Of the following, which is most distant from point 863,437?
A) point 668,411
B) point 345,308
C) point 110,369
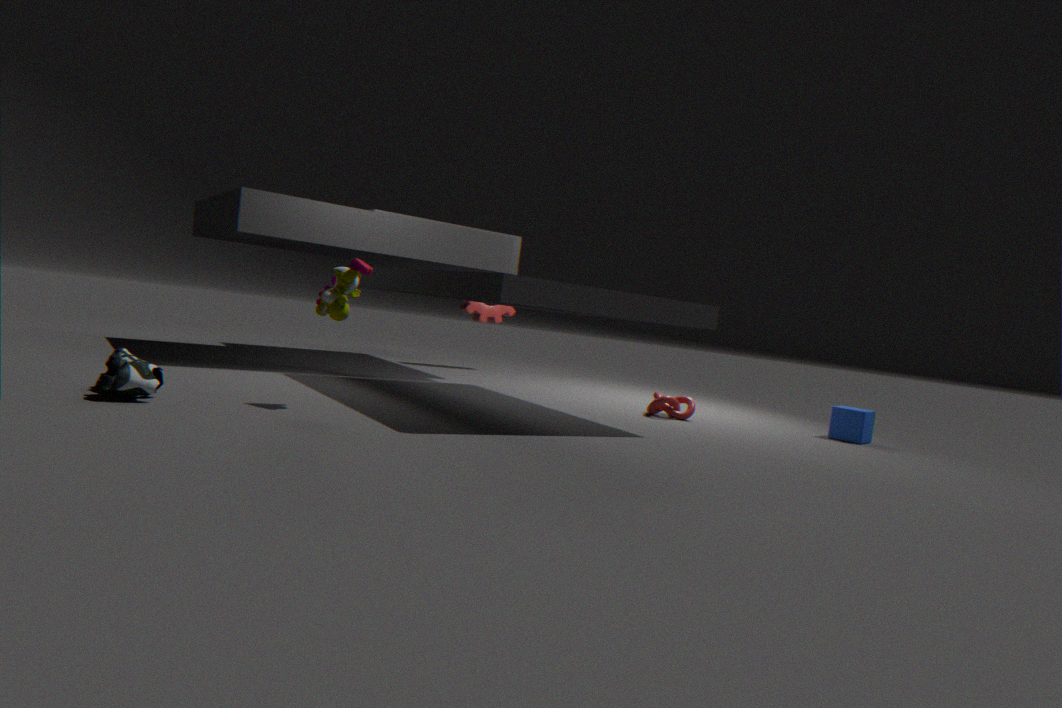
point 110,369
